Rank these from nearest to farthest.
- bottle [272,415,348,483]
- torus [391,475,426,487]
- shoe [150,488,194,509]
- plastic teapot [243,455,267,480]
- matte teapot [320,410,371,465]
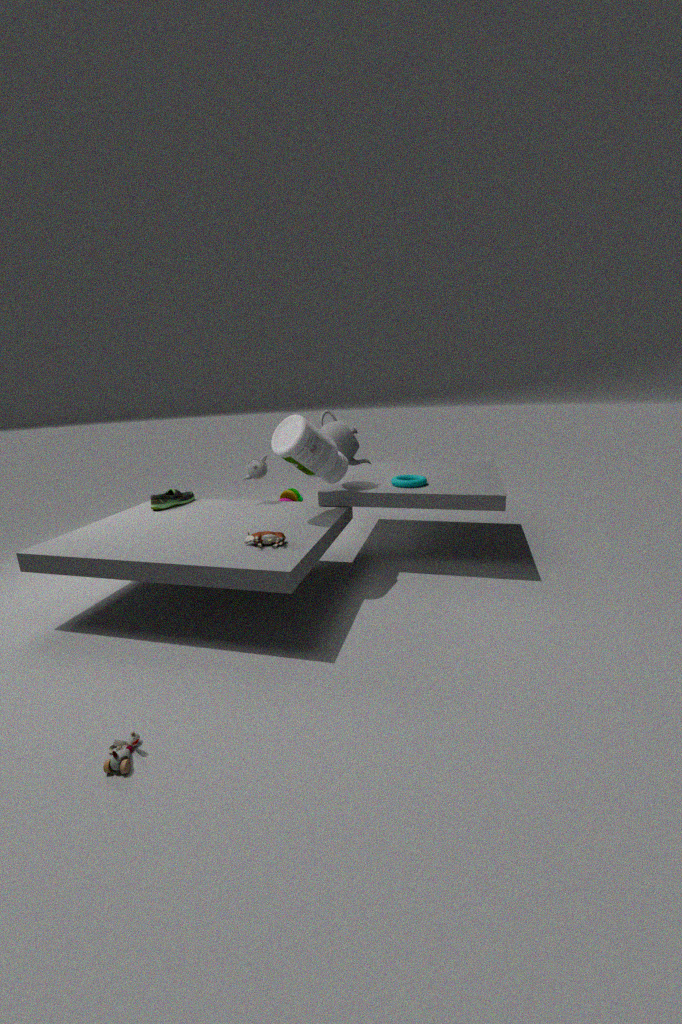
bottle [272,415,348,483] → matte teapot [320,410,371,465] → torus [391,475,426,487] → shoe [150,488,194,509] → plastic teapot [243,455,267,480]
